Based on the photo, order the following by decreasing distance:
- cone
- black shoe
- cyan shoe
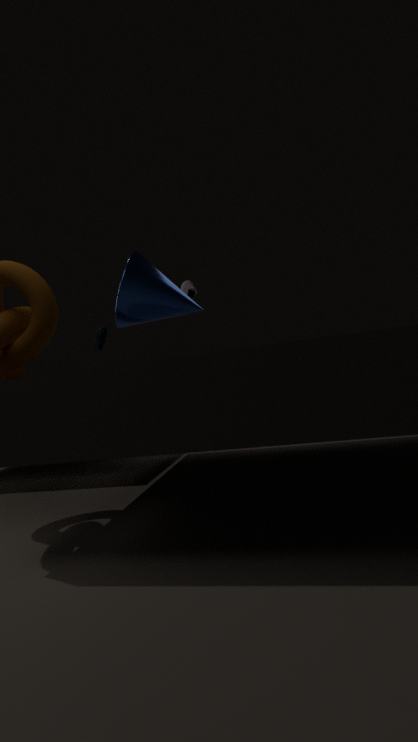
cyan shoe < black shoe < cone
